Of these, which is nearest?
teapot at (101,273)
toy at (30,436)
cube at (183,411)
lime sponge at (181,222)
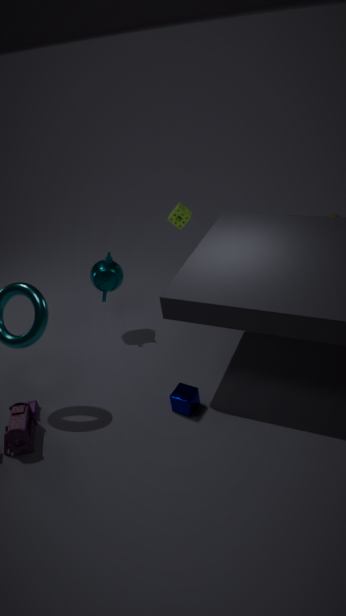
toy at (30,436)
